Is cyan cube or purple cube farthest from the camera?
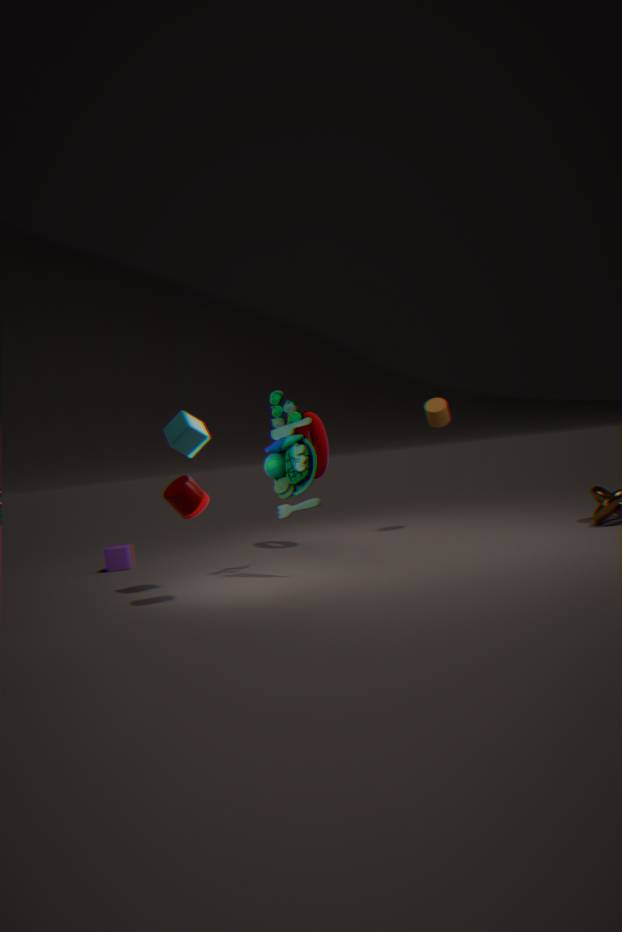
purple cube
